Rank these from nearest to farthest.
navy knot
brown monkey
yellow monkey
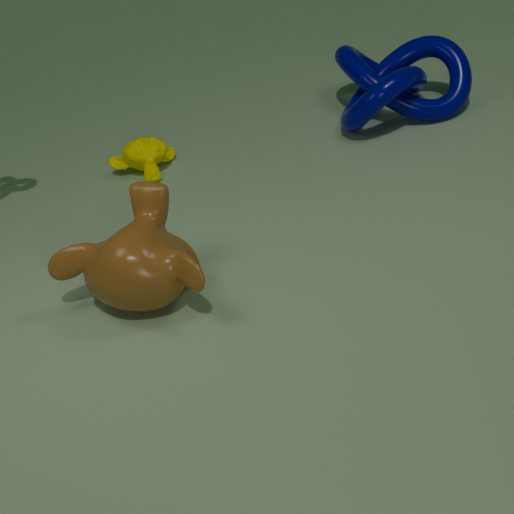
brown monkey, navy knot, yellow monkey
